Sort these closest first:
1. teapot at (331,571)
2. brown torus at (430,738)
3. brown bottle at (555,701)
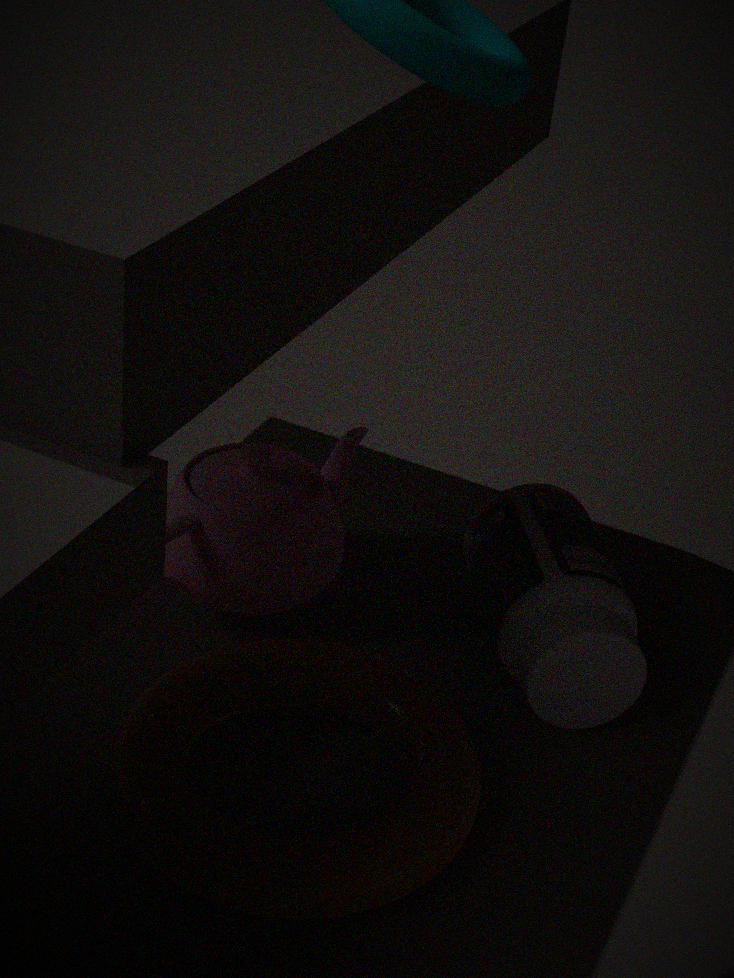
brown torus at (430,738) → brown bottle at (555,701) → teapot at (331,571)
